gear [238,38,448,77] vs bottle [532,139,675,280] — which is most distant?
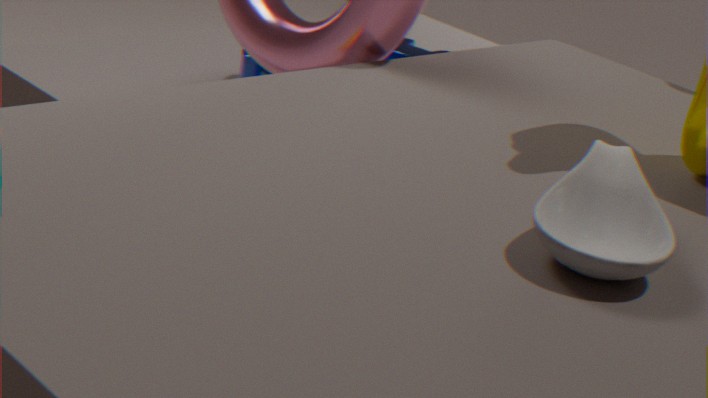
gear [238,38,448,77]
